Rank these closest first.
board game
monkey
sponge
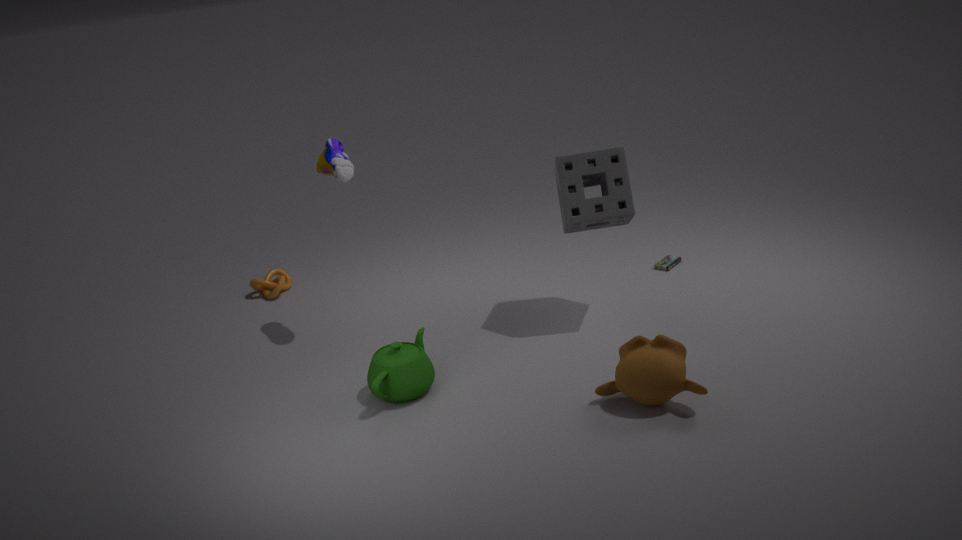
monkey, sponge, board game
